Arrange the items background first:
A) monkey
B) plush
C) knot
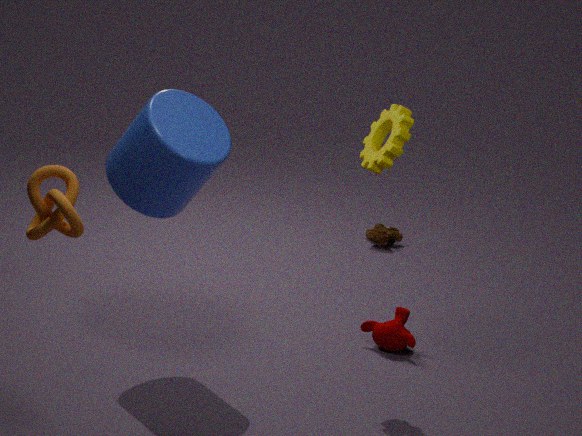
plush, monkey, knot
